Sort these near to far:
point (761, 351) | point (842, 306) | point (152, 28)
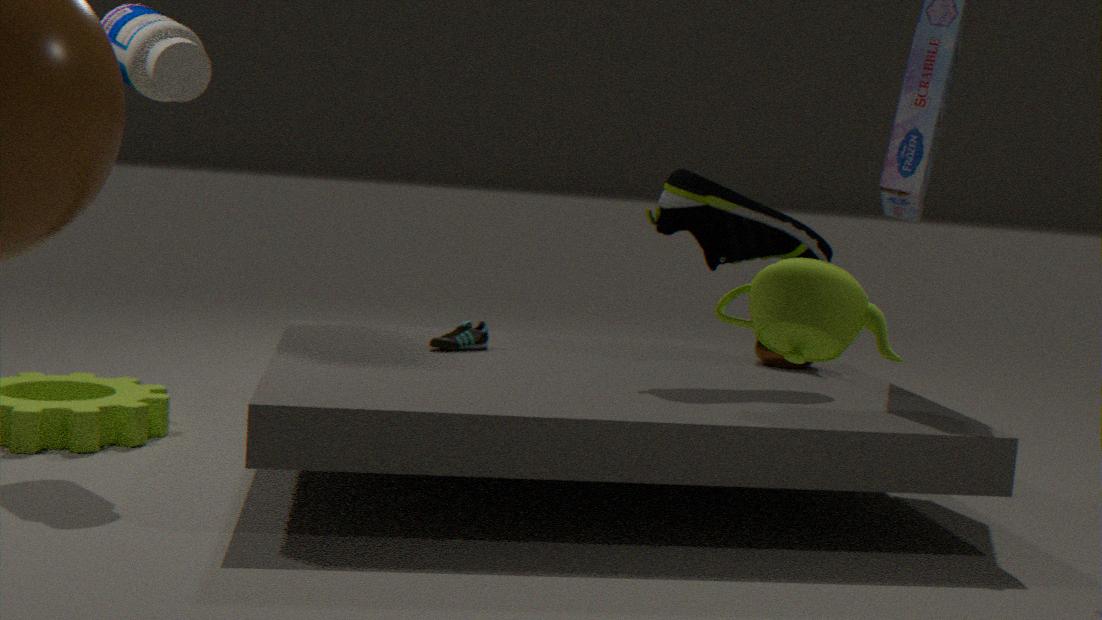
point (842, 306) < point (152, 28) < point (761, 351)
